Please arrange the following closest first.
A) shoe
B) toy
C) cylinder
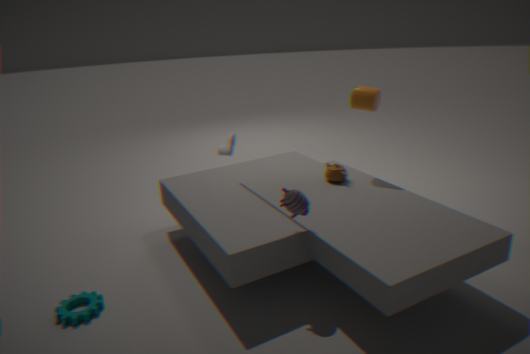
toy, cylinder, shoe
